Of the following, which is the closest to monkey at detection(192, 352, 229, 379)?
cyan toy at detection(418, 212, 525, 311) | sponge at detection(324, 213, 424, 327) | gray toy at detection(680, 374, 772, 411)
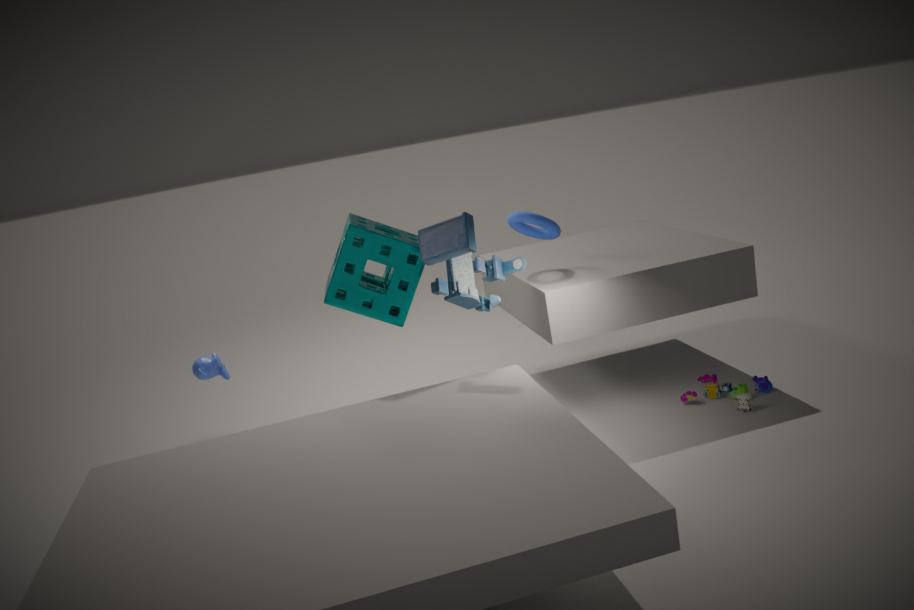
sponge at detection(324, 213, 424, 327)
